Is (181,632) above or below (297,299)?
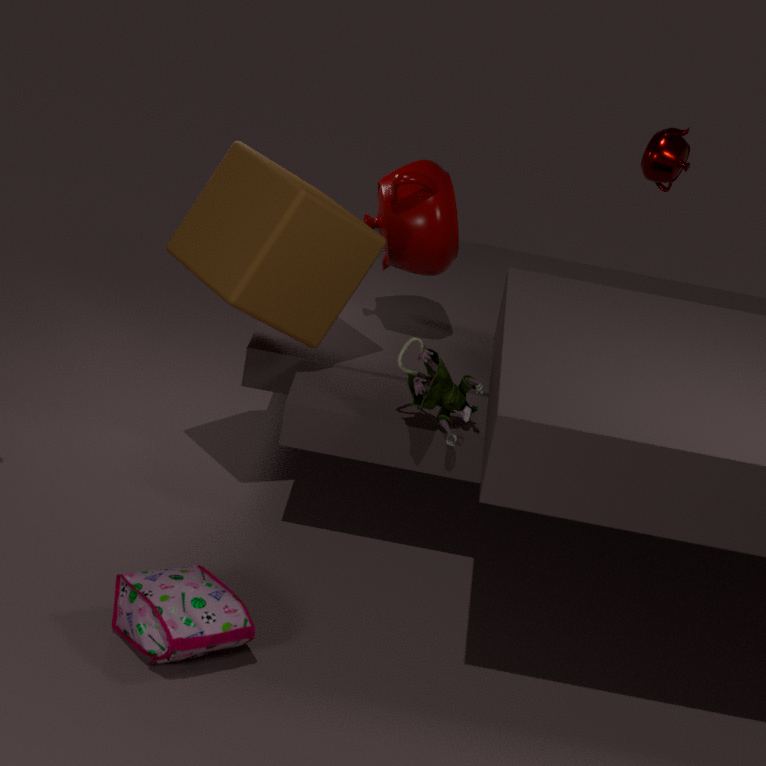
below
